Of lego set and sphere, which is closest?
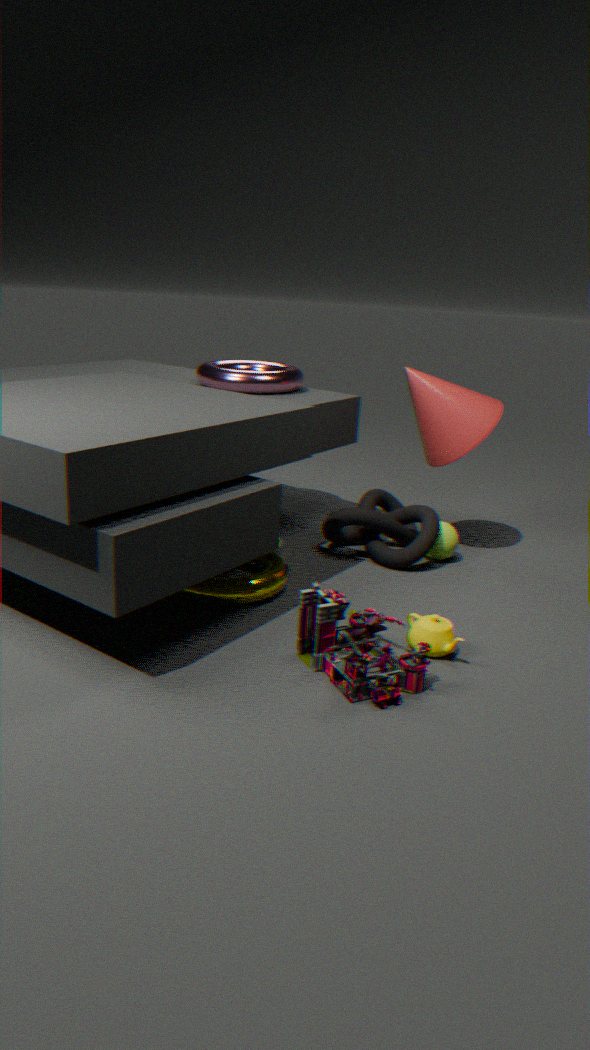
lego set
